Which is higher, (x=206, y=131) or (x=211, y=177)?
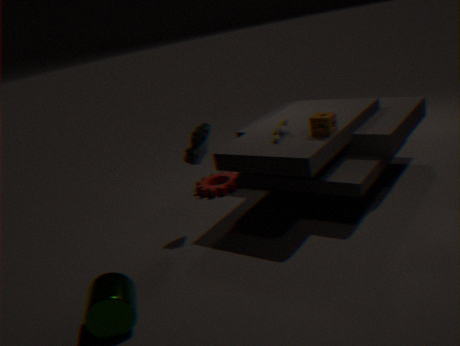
(x=206, y=131)
